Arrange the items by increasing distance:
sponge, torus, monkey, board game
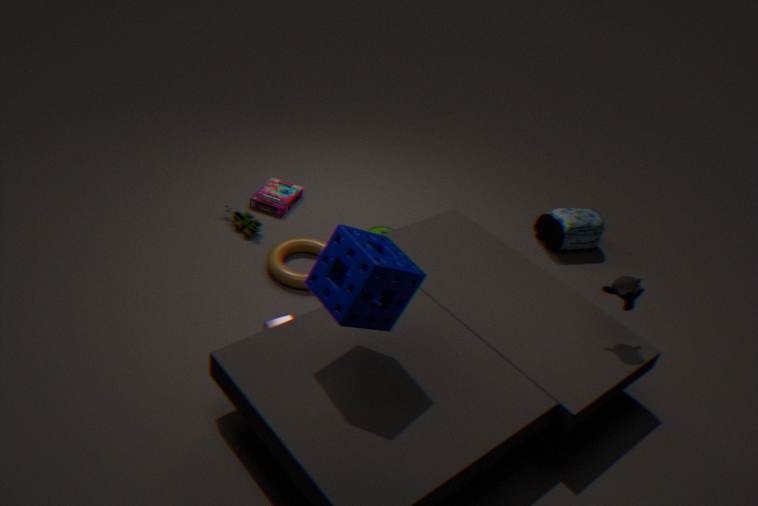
sponge, monkey, torus, board game
